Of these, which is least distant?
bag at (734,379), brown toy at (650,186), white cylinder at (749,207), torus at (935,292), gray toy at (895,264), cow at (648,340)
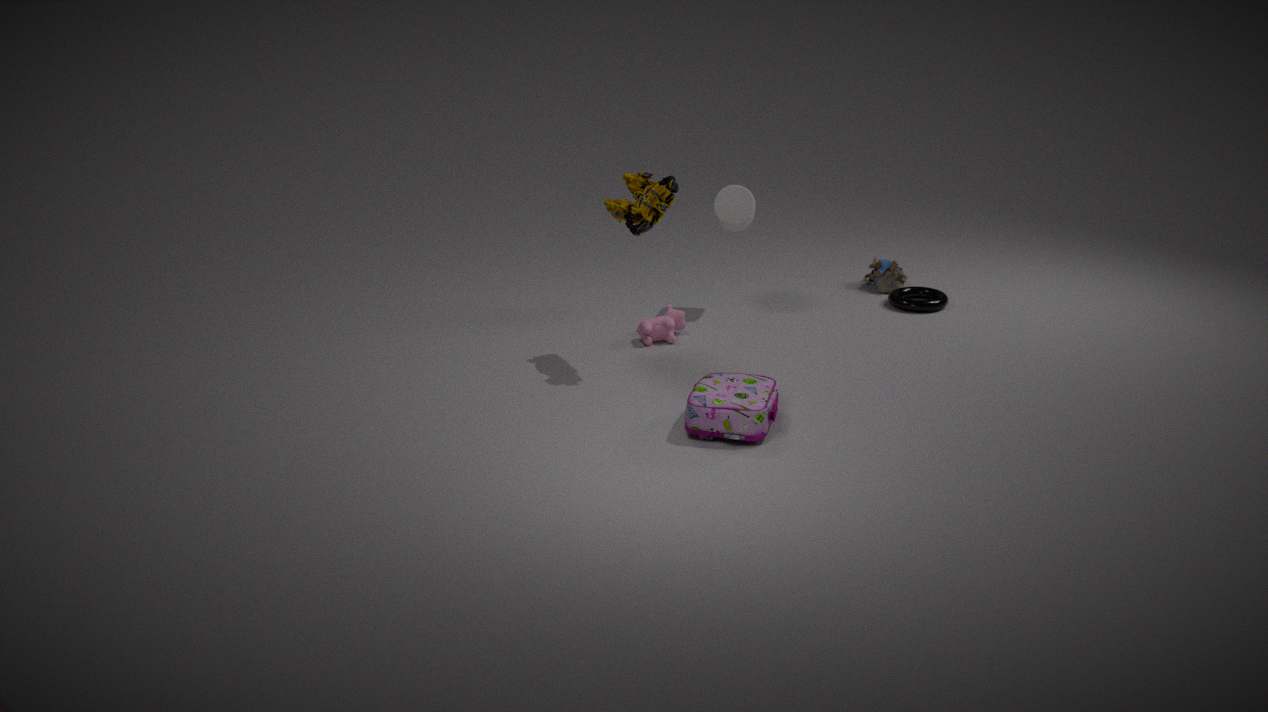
bag at (734,379)
